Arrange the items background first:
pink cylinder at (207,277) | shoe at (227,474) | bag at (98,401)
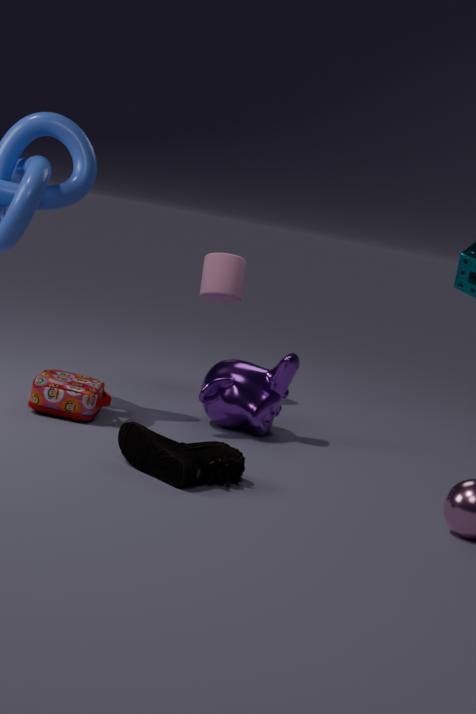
pink cylinder at (207,277), bag at (98,401), shoe at (227,474)
